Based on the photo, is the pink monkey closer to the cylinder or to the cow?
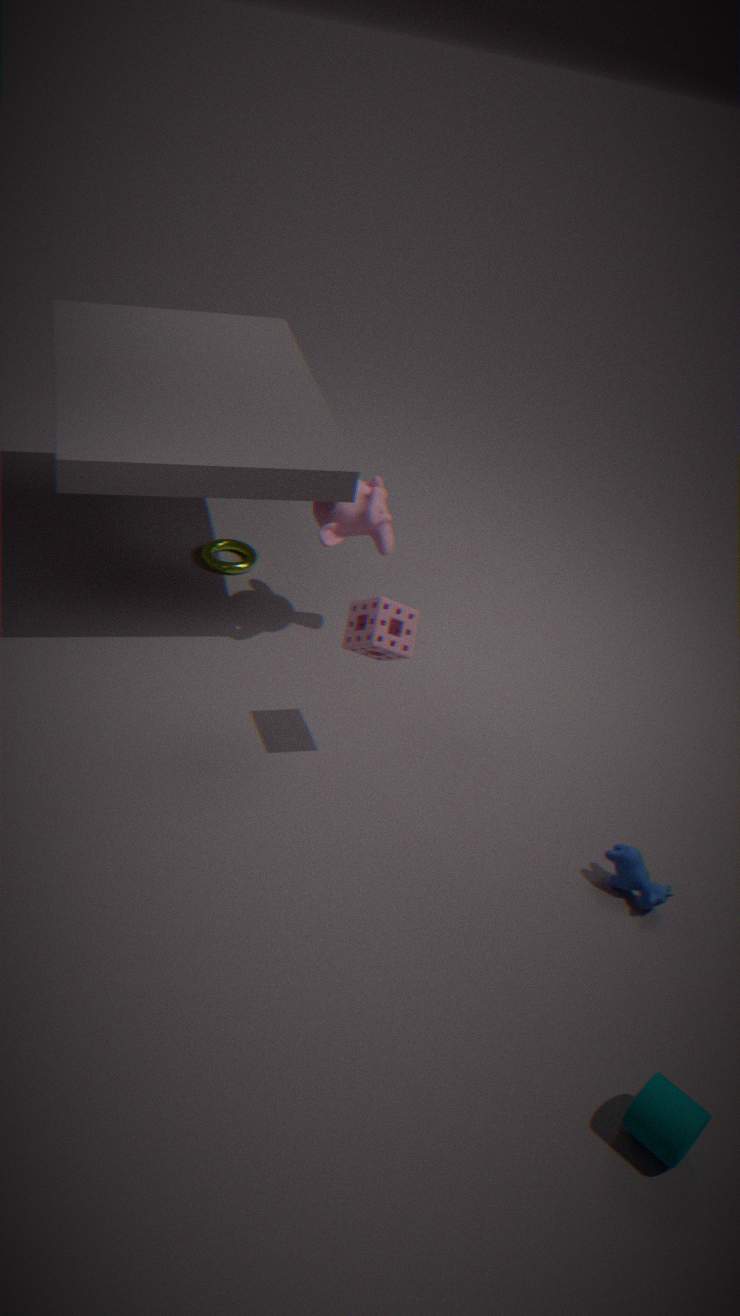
the cow
